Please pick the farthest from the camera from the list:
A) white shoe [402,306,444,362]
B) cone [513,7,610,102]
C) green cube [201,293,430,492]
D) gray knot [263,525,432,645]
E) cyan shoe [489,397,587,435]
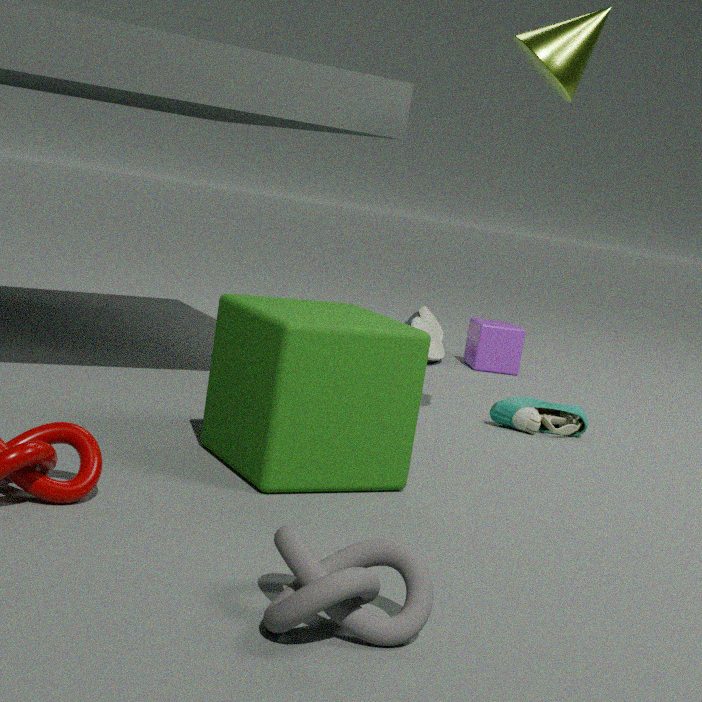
white shoe [402,306,444,362]
